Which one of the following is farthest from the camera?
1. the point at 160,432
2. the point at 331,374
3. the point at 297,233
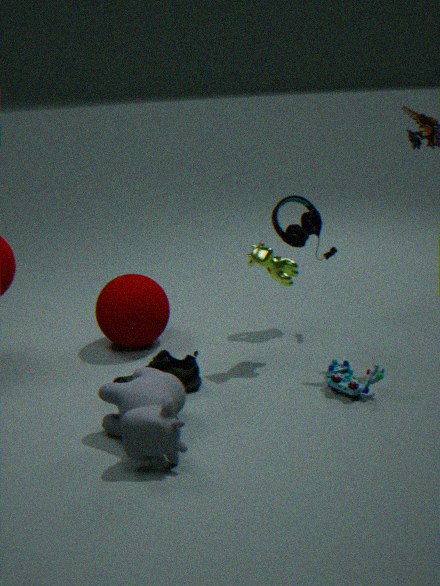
the point at 297,233
